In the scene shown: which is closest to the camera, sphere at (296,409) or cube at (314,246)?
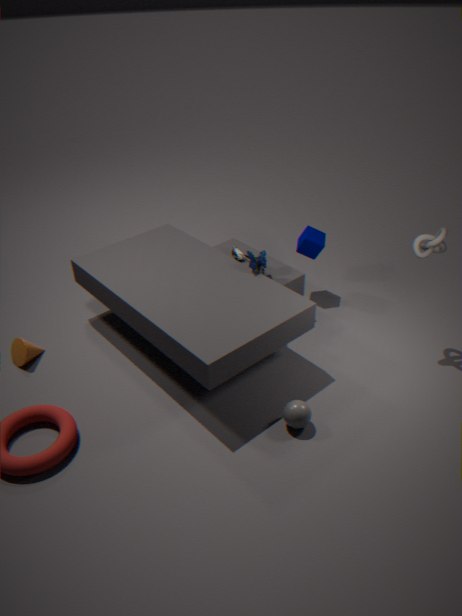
sphere at (296,409)
